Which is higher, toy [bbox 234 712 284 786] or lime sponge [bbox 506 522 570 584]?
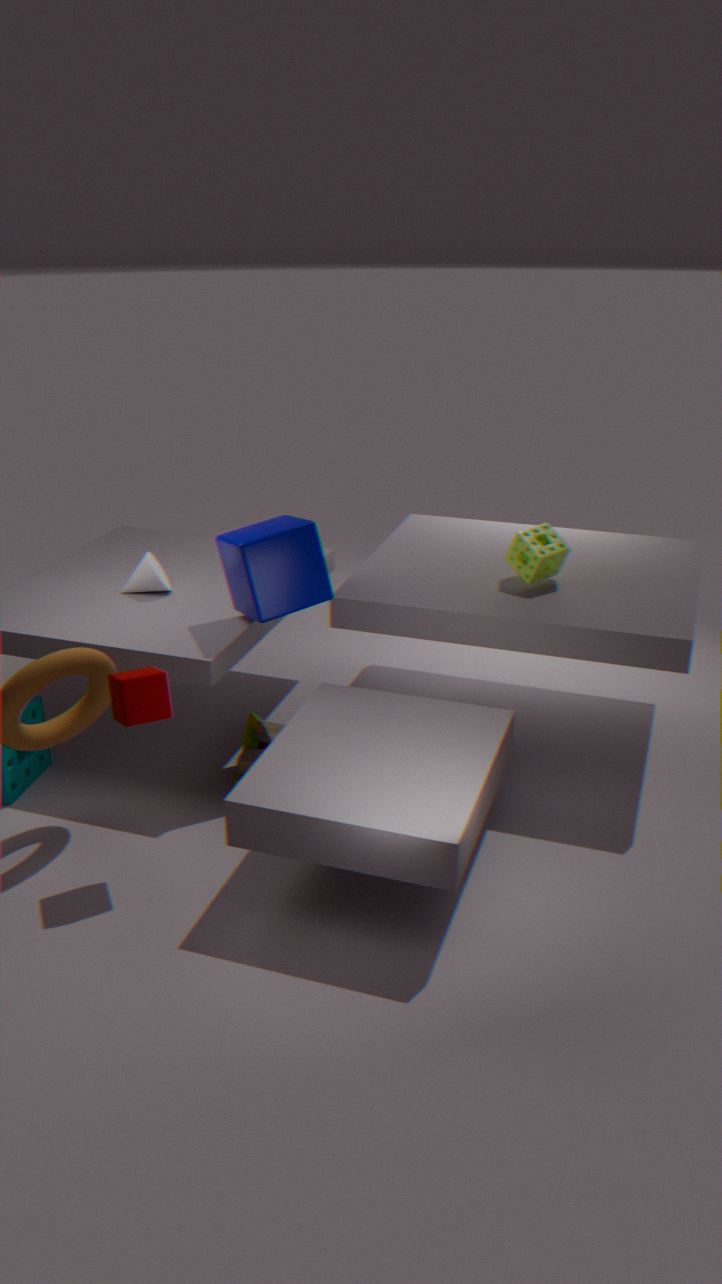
lime sponge [bbox 506 522 570 584]
